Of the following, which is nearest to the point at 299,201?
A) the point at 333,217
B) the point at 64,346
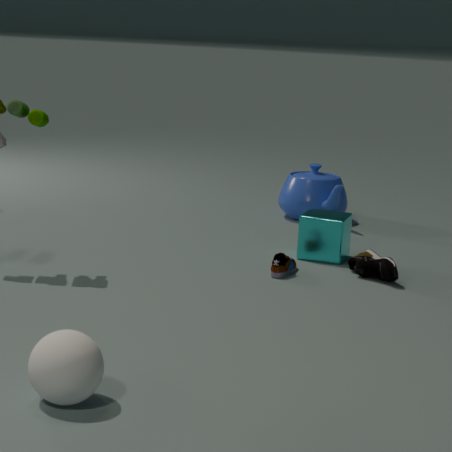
the point at 333,217
